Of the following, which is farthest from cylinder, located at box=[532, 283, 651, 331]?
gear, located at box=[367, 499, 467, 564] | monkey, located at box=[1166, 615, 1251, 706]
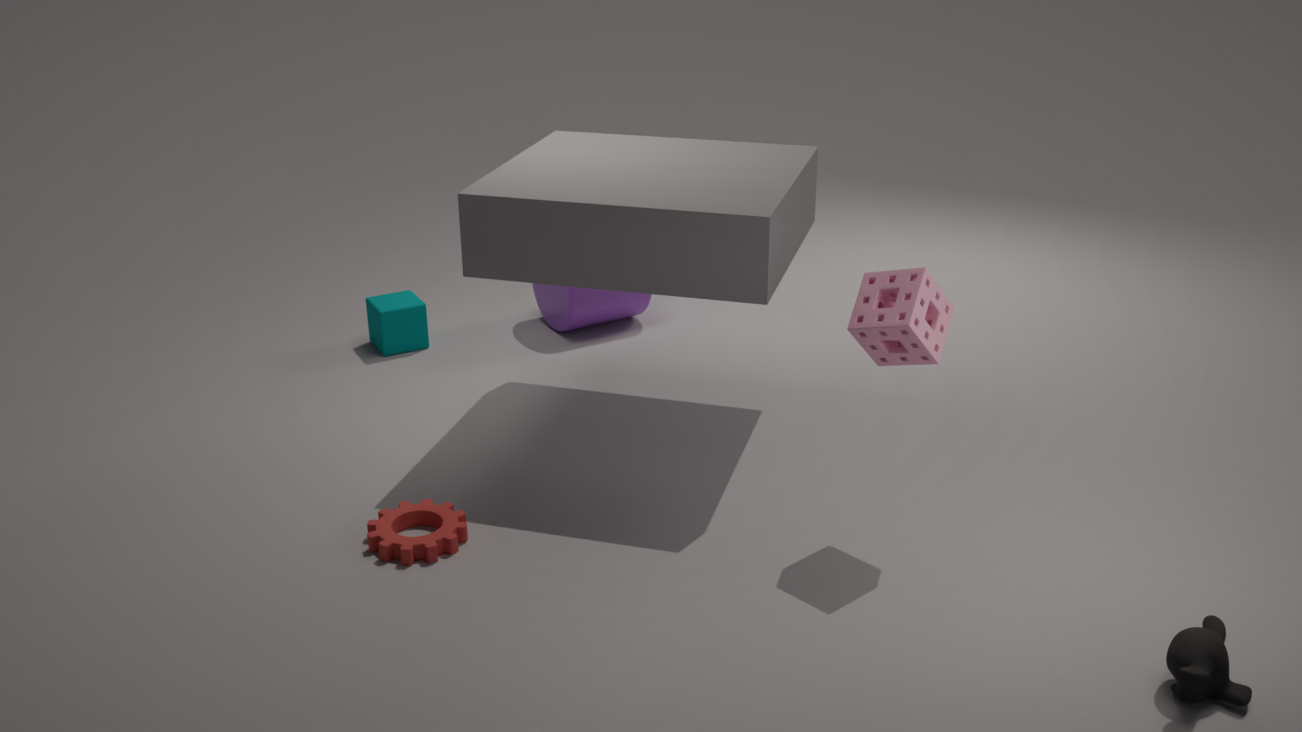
monkey, located at box=[1166, 615, 1251, 706]
